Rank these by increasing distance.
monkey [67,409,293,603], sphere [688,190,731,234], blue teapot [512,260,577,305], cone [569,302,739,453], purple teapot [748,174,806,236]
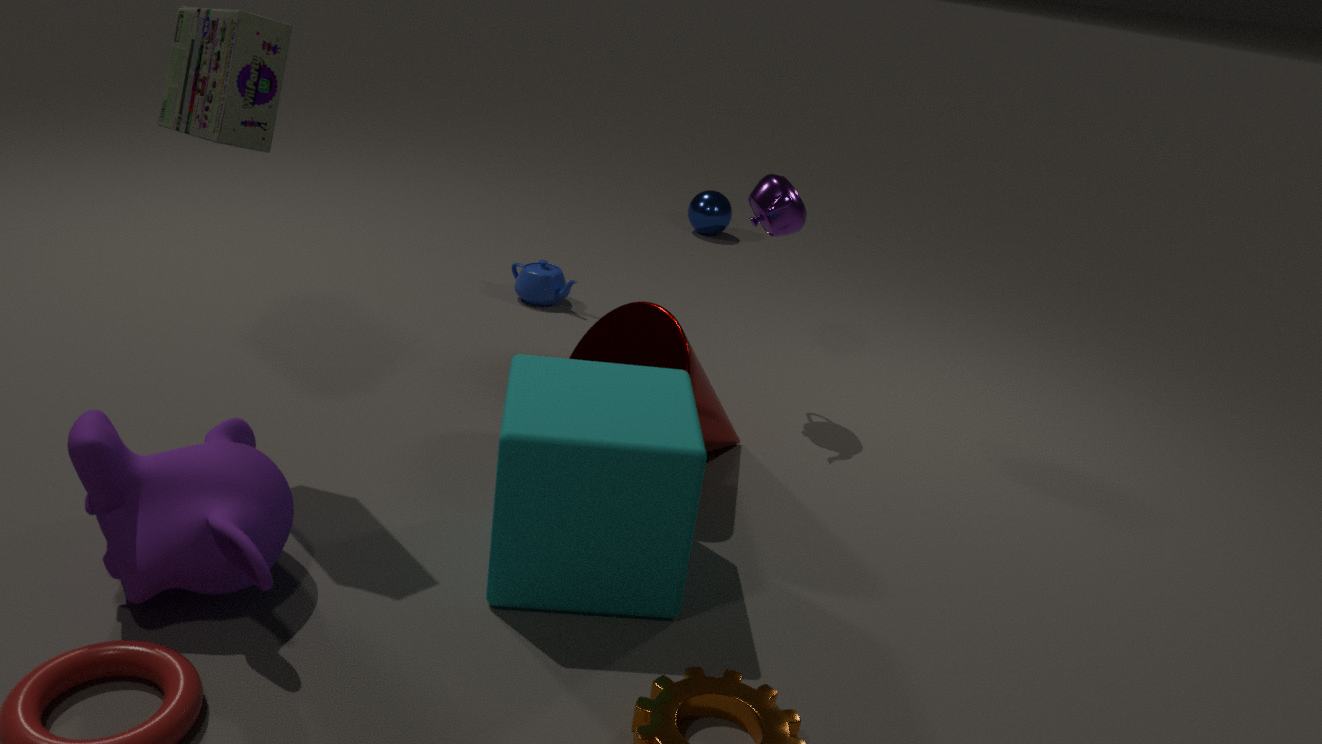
monkey [67,409,293,603] < cone [569,302,739,453] < purple teapot [748,174,806,236] < blue teapot [512,260,577,305] < sphere [688,190,731,234]
